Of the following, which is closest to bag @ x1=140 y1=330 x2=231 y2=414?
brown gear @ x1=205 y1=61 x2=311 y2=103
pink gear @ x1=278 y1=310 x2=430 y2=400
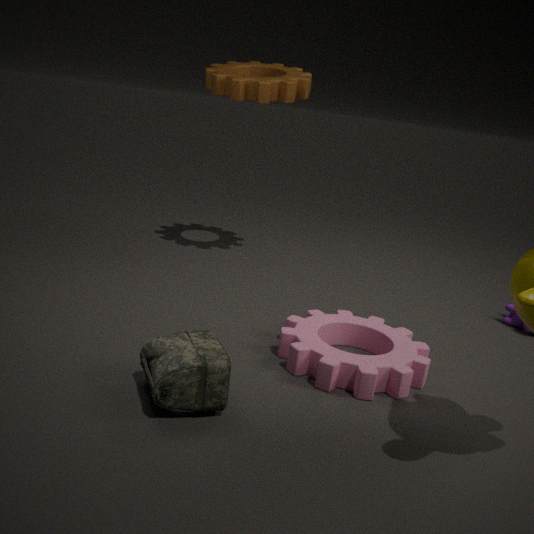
pink gear @ x1=278 y1=310 x2=430 y2=400
